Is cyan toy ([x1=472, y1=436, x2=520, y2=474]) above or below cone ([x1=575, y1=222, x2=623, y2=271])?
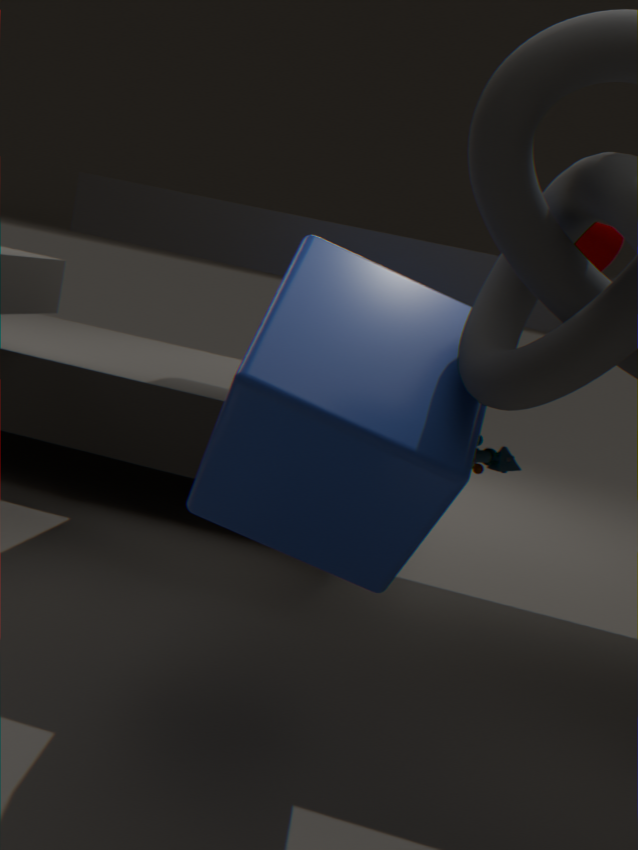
below
